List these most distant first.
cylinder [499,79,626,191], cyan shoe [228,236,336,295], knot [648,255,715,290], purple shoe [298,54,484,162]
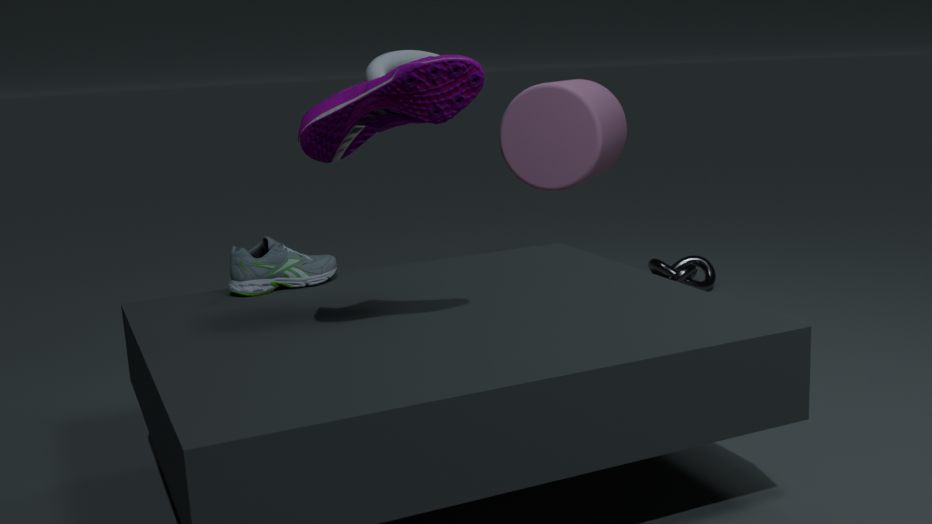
knot [648,255,715,290]
cylinder [499,79,626,191]
cyan shoe [228,236,336,295]
purple shoe [298,54,484,162]
